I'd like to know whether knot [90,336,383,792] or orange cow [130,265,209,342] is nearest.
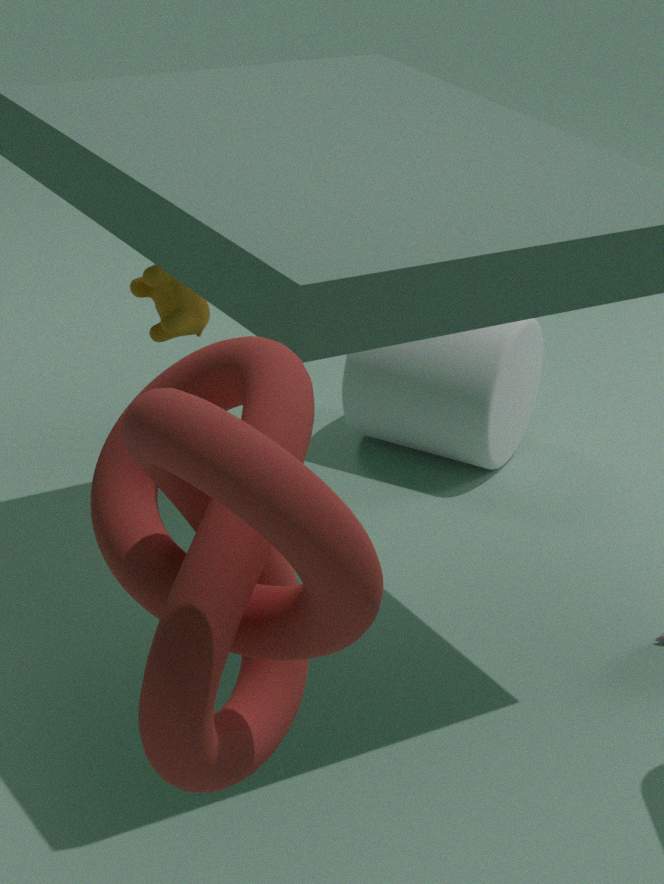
knot [90,336,383,792]
